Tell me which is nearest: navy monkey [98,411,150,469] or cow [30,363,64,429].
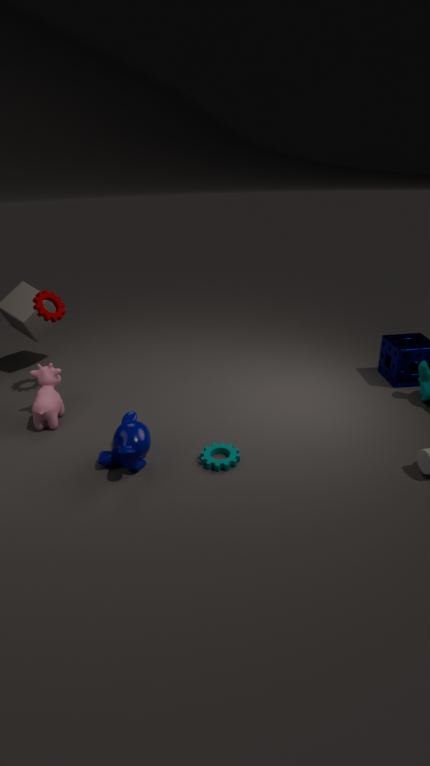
navy monkey [98,411,150,469]
